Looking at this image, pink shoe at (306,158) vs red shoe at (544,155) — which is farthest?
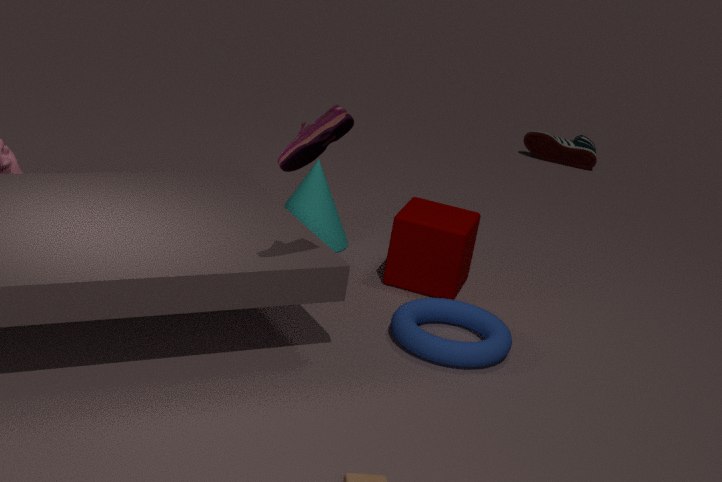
red shoe at (544,155)
